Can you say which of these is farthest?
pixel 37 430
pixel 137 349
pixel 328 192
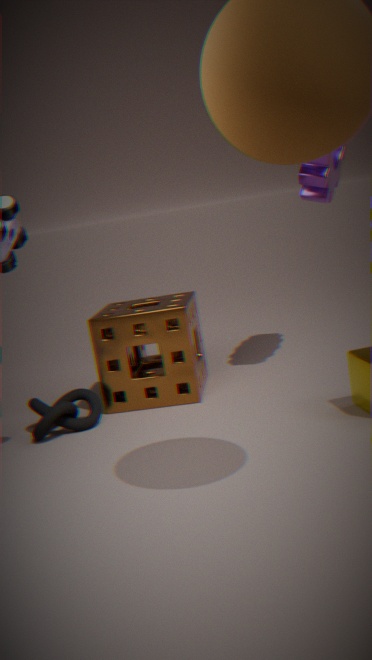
pixel 137 349
